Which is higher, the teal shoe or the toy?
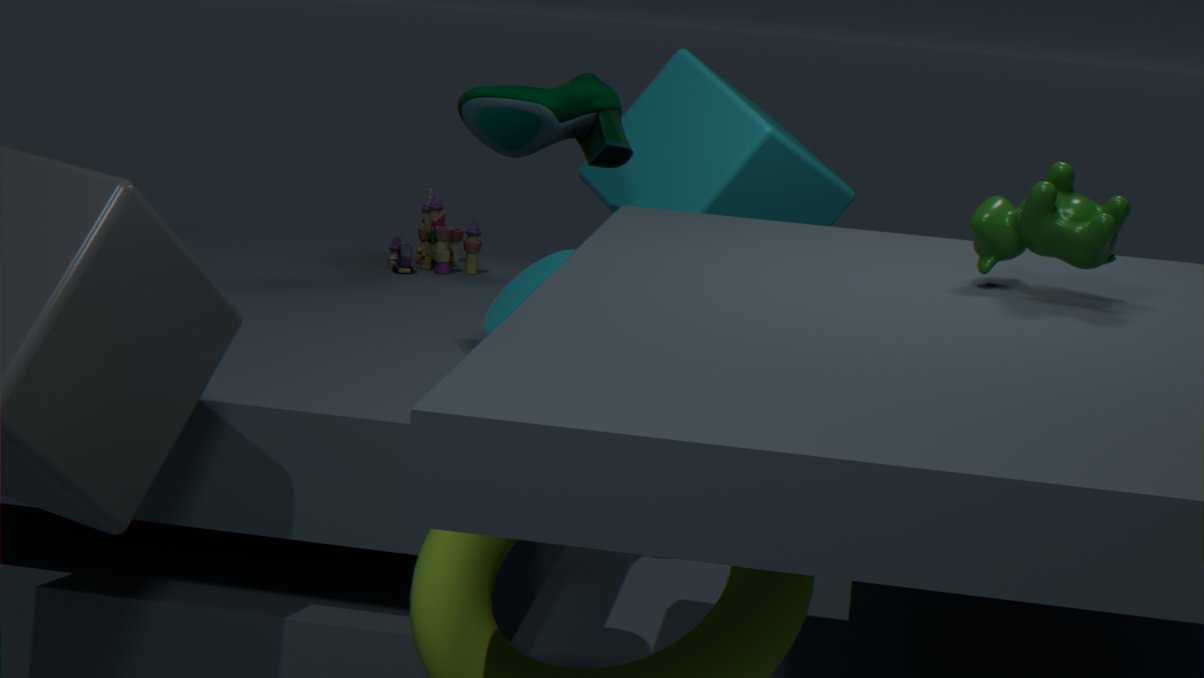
the teal shoe
